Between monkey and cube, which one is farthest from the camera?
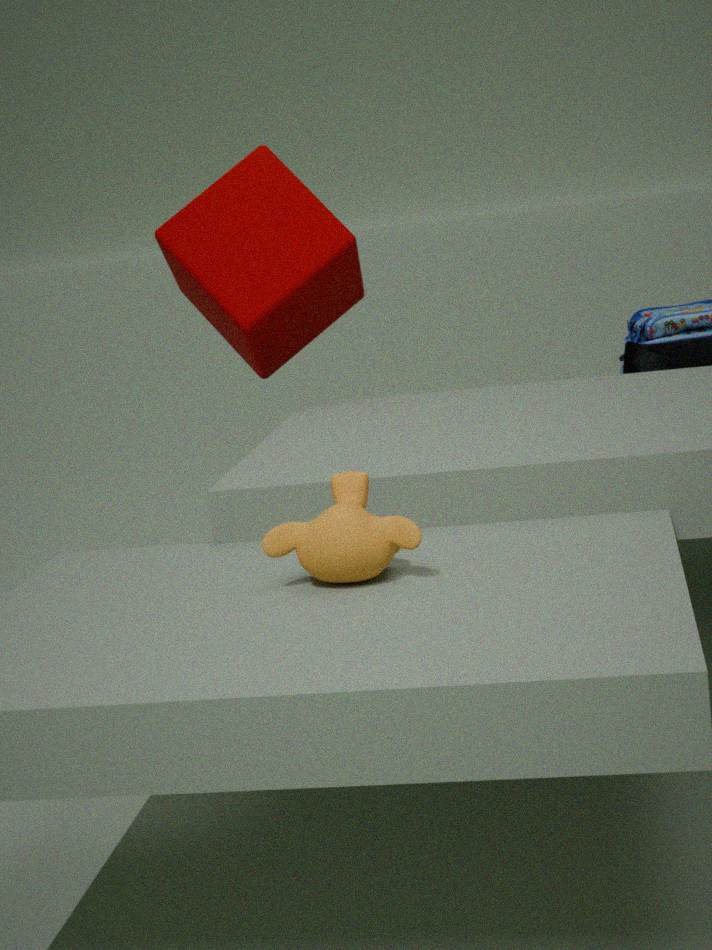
cube
